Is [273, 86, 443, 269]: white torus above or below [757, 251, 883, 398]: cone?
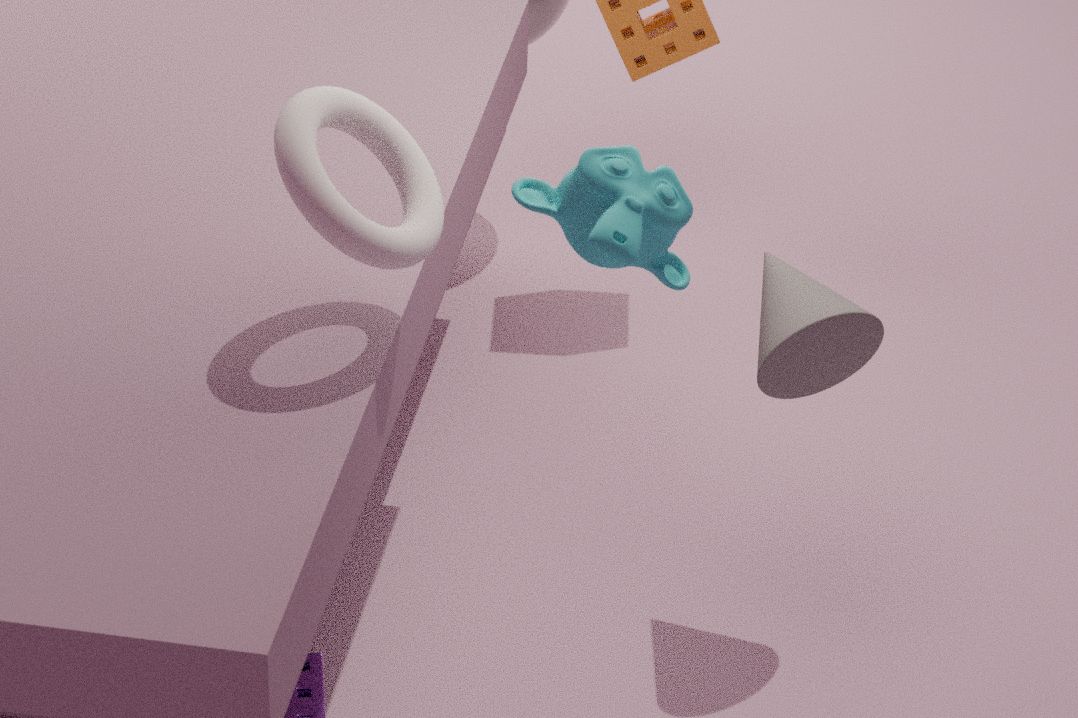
above
